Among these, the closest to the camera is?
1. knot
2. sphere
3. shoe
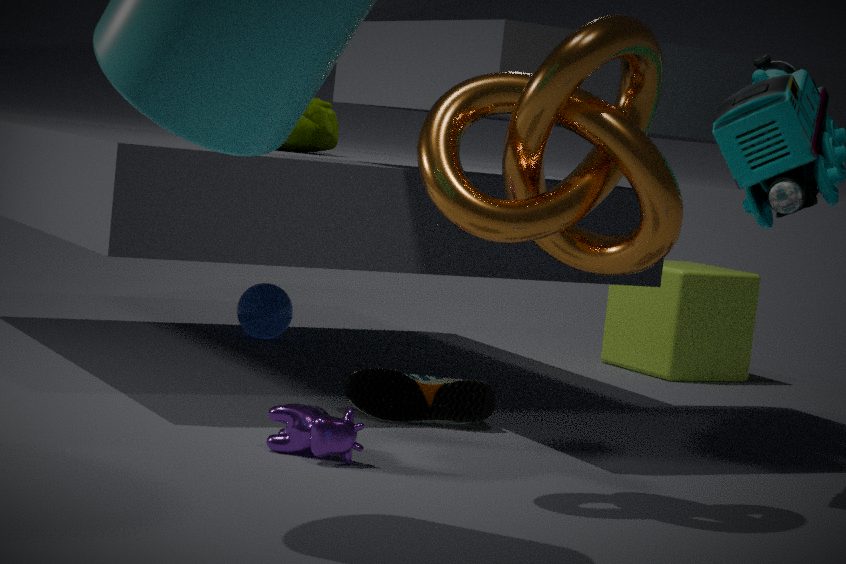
knot
